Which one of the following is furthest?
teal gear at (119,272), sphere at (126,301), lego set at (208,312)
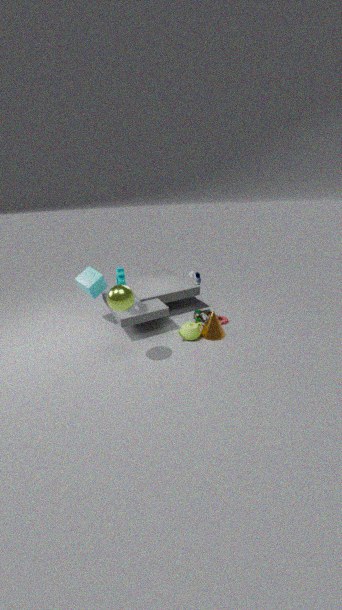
lego set at (208,312)
